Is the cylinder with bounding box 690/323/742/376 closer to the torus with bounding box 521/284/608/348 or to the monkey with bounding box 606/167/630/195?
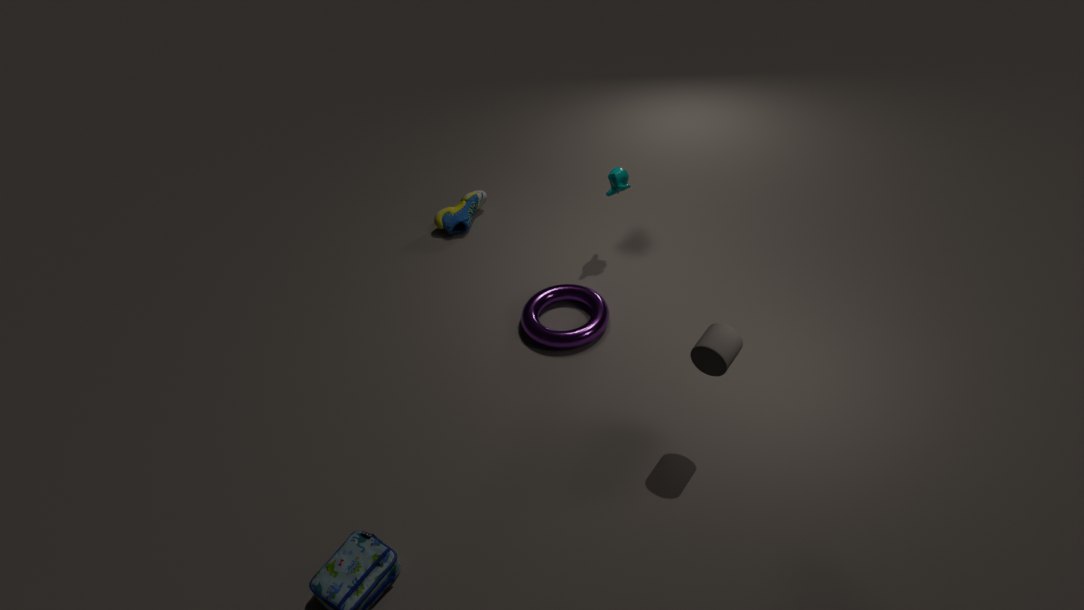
the torus with bounding box 521/284/608/348
